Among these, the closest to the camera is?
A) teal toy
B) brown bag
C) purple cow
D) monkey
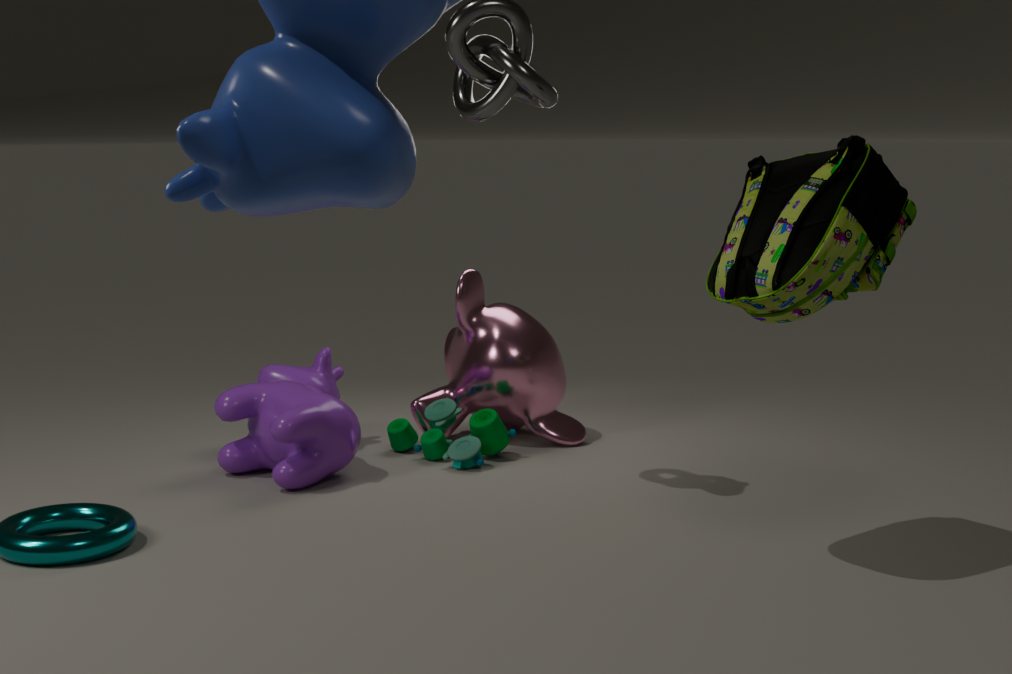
B. brown bag
